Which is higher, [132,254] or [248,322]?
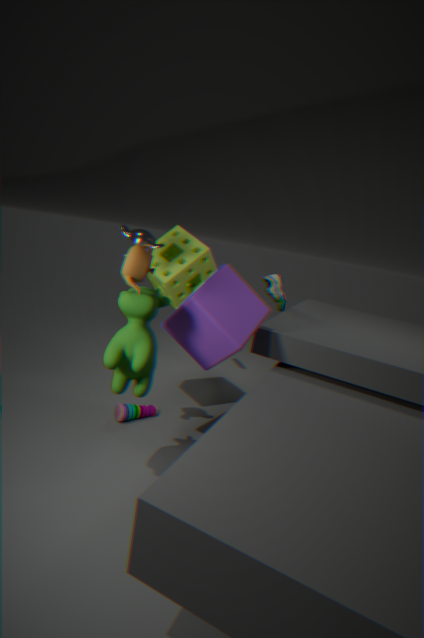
[132,254]
